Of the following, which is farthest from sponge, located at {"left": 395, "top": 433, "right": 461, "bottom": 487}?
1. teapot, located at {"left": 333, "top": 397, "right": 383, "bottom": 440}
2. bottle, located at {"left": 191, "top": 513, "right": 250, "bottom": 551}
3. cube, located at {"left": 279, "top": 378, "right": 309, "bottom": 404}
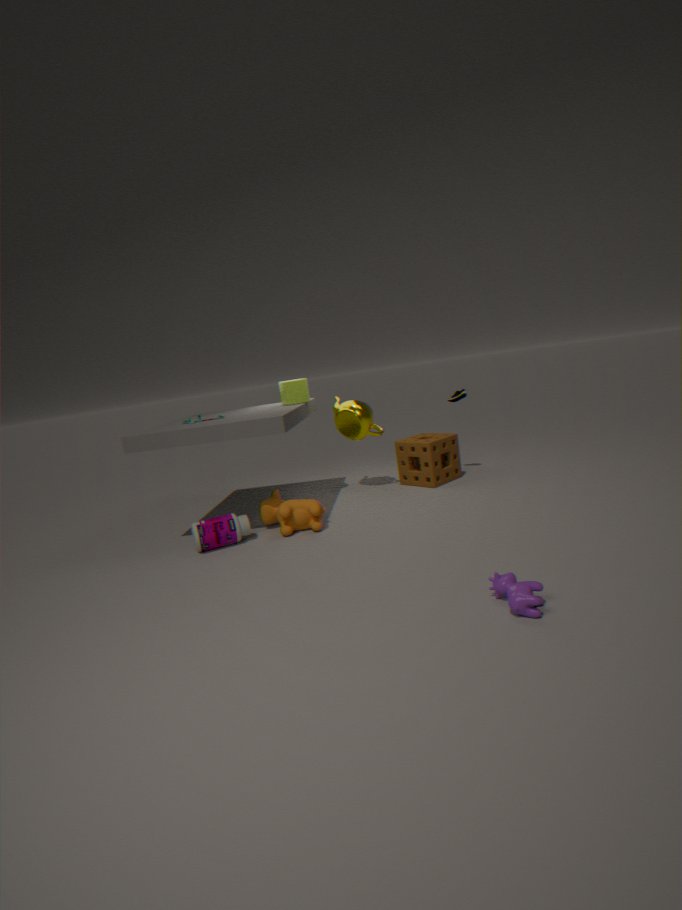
bottle, located at {"left": 191, "top": 513, "right": 250, "bottom": 551}
